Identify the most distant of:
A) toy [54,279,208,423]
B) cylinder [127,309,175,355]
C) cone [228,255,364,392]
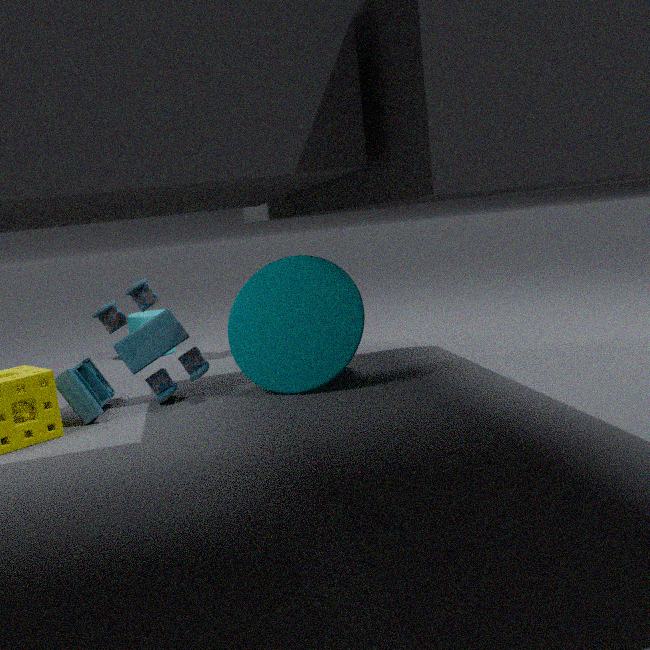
cylinder [127,309,175,355]
